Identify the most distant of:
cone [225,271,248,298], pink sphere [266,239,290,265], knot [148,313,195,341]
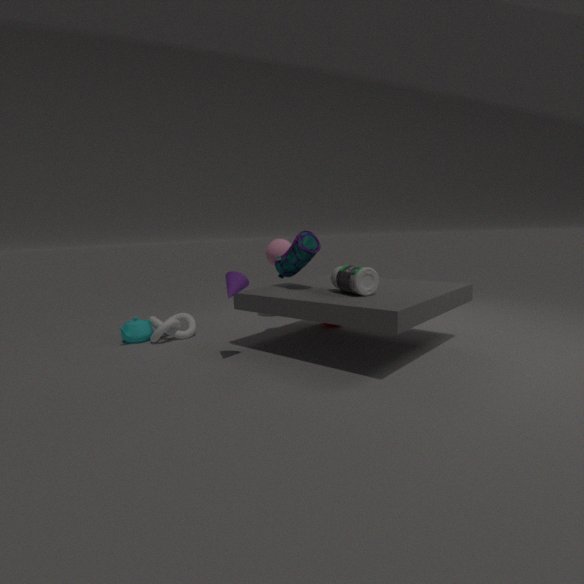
pink sphere [266,239,290,265]
